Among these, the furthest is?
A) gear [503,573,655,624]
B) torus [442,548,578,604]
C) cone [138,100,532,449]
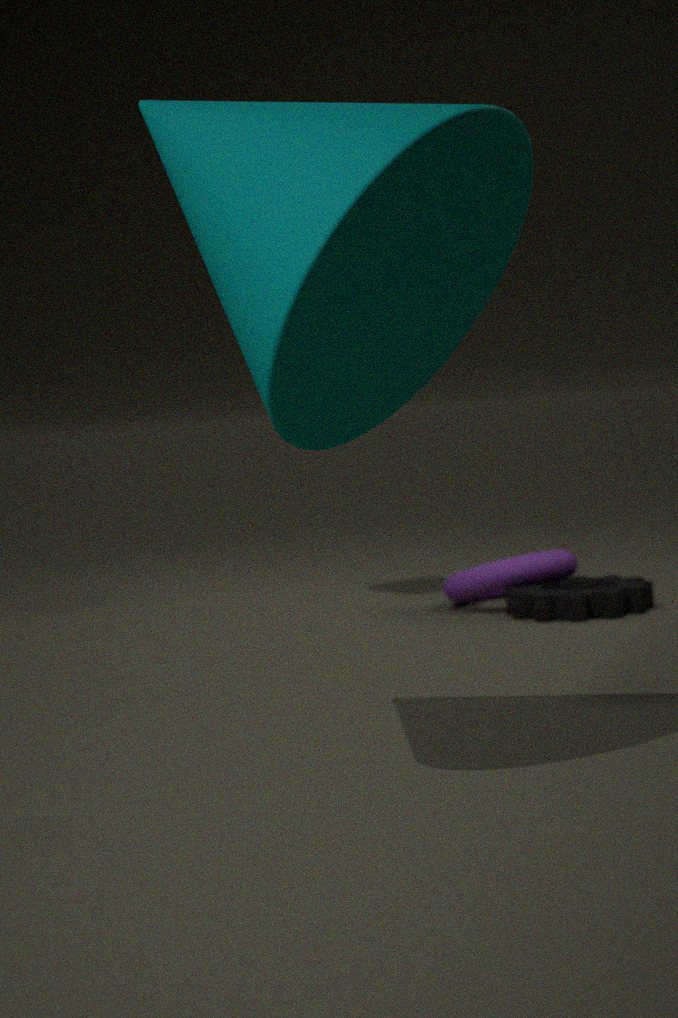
torus [442,548,578,604]
